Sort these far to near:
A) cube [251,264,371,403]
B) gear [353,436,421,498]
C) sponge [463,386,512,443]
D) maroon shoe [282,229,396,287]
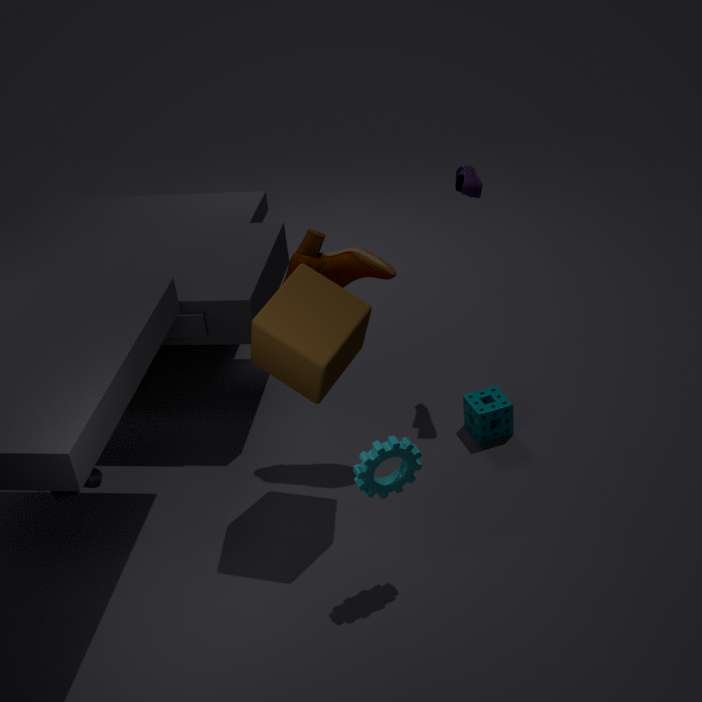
sponge [463,386,512,443] → maroon shoe [282,229,396,287] → cube [251,264,371,403] → gear [353,436,421,498]
